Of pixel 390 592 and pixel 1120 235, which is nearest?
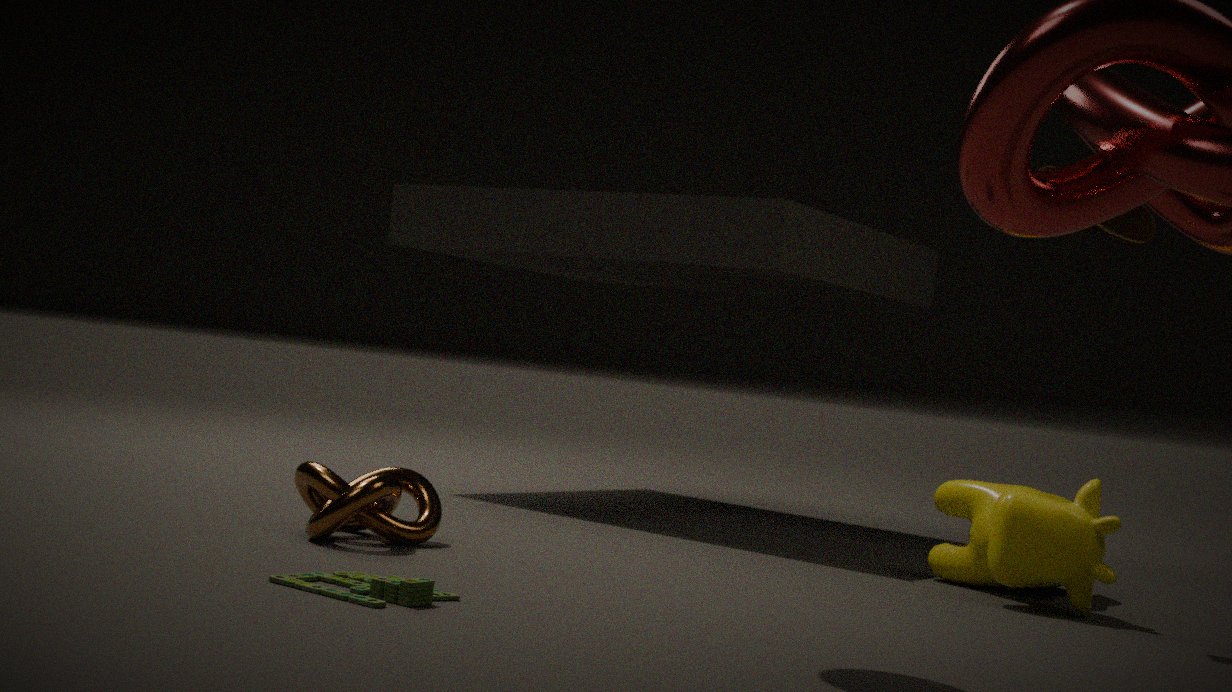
pixel 390 592
